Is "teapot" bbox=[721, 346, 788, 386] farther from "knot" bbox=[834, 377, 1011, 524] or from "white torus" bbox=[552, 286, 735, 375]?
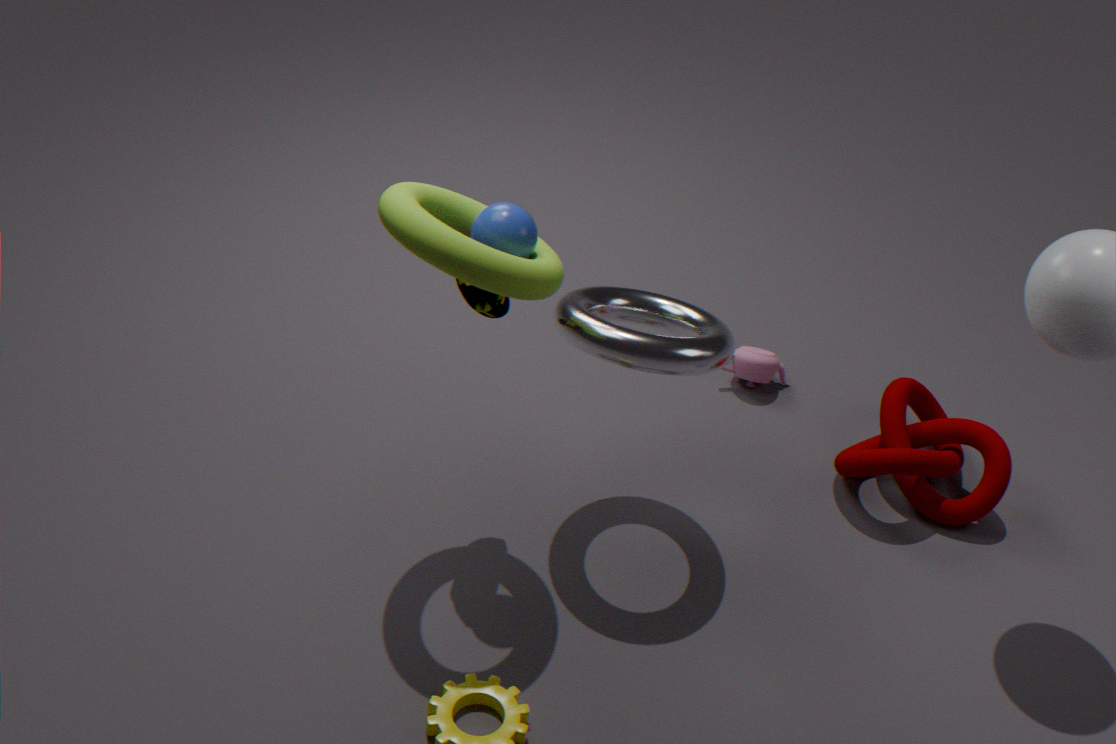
"white torus" bbox=[552, 286, 735, 375]
